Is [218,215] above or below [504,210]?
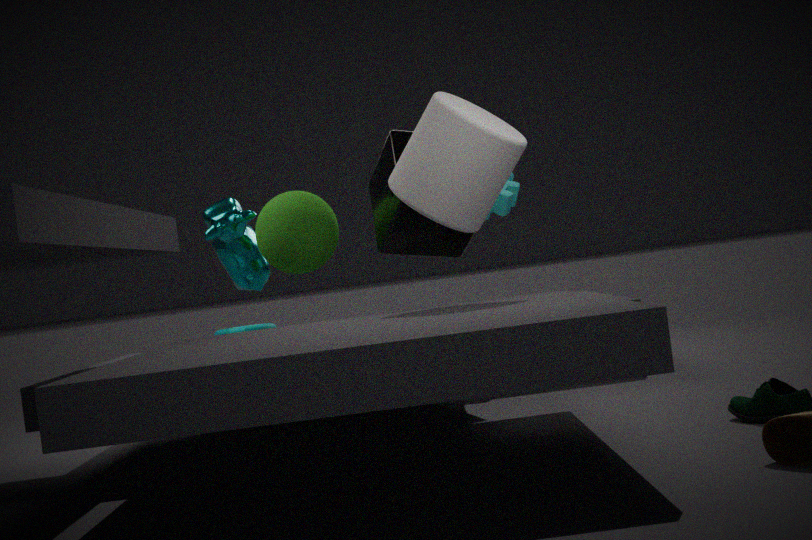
below
